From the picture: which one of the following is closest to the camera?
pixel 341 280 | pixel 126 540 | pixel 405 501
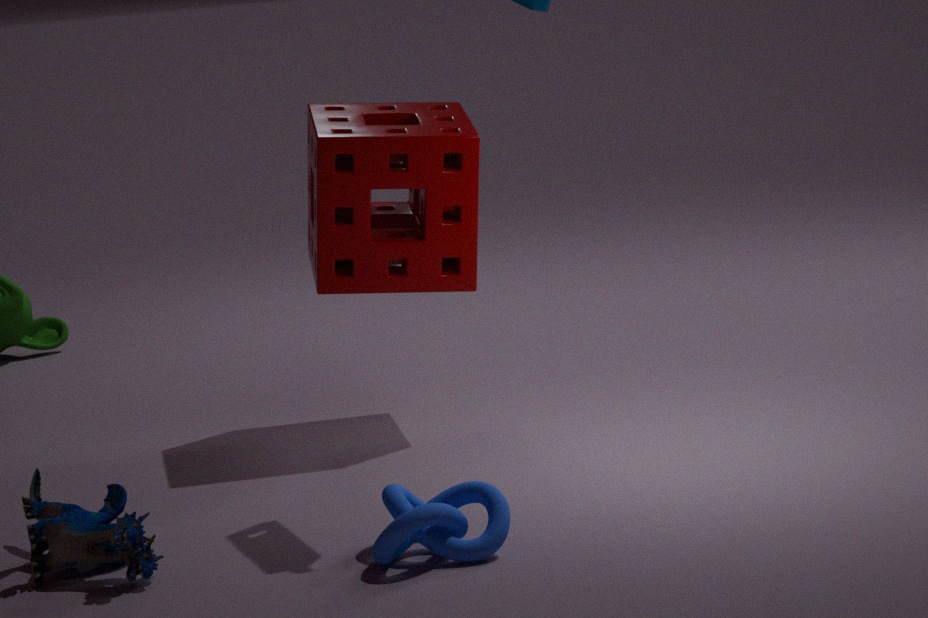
pixel 126 540
